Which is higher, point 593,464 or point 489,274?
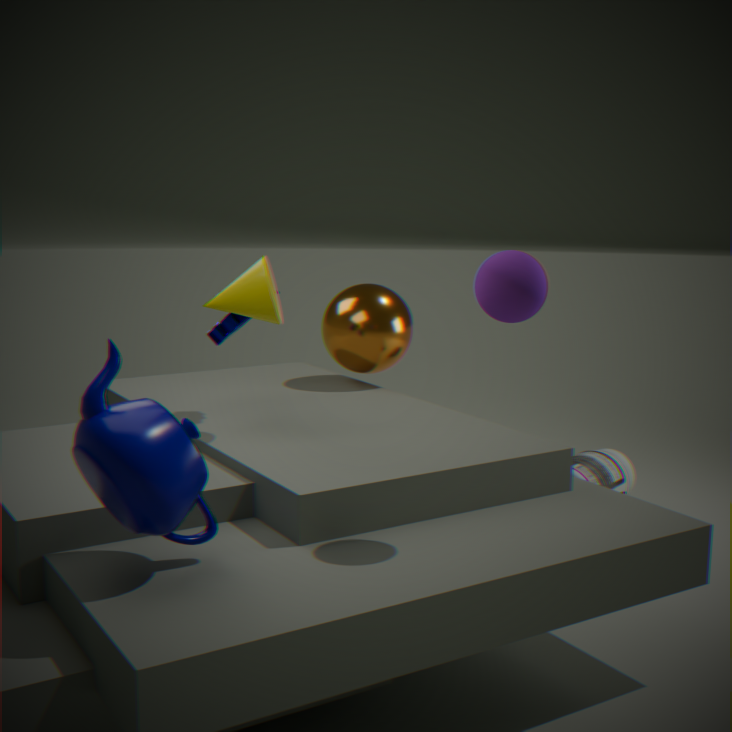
point 489,274
